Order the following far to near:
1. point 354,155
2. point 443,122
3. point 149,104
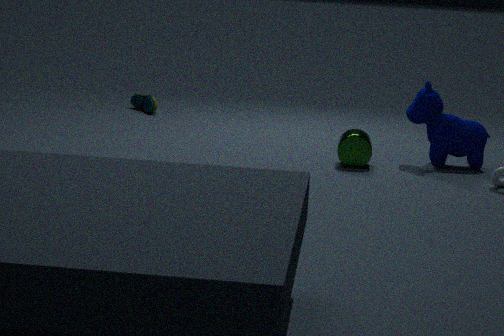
point 149,104 → point 443,122 → point 354,155
